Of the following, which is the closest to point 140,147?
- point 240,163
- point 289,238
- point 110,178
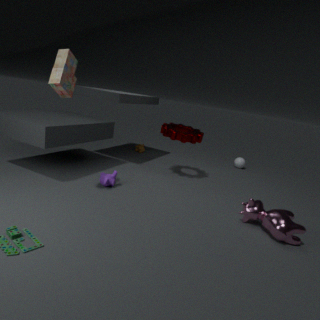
point 240,163
